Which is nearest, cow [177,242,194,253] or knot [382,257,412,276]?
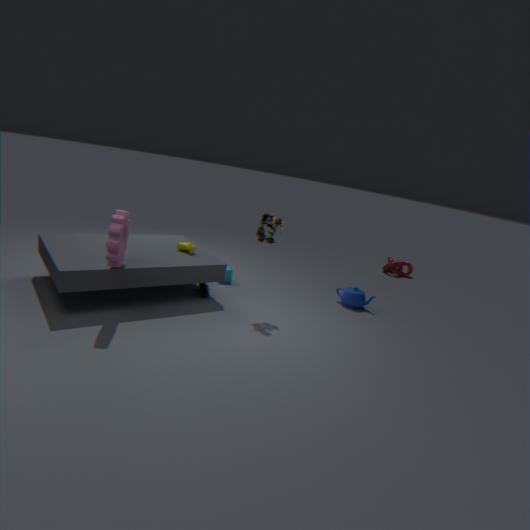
cow [177,242,194,253]
